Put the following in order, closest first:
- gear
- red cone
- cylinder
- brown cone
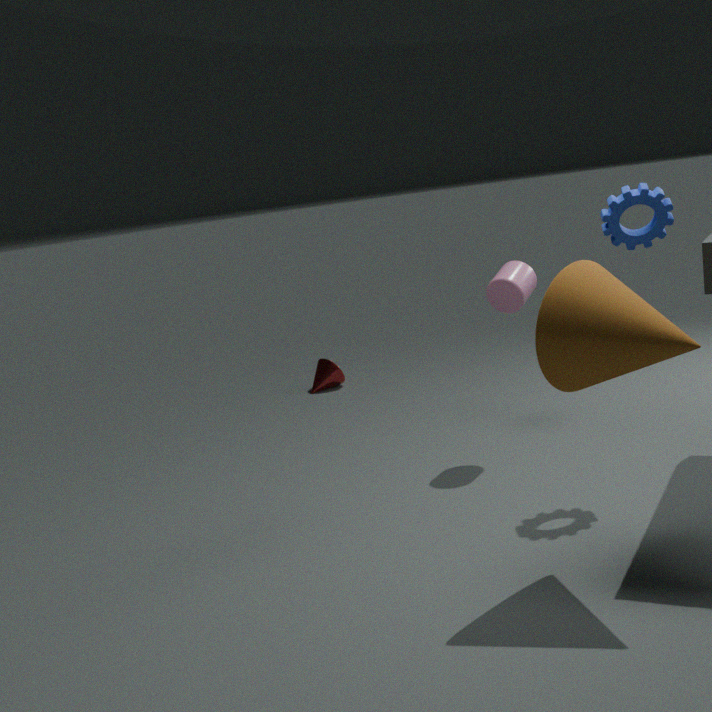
brown cone → gear → cylinder → red cone
